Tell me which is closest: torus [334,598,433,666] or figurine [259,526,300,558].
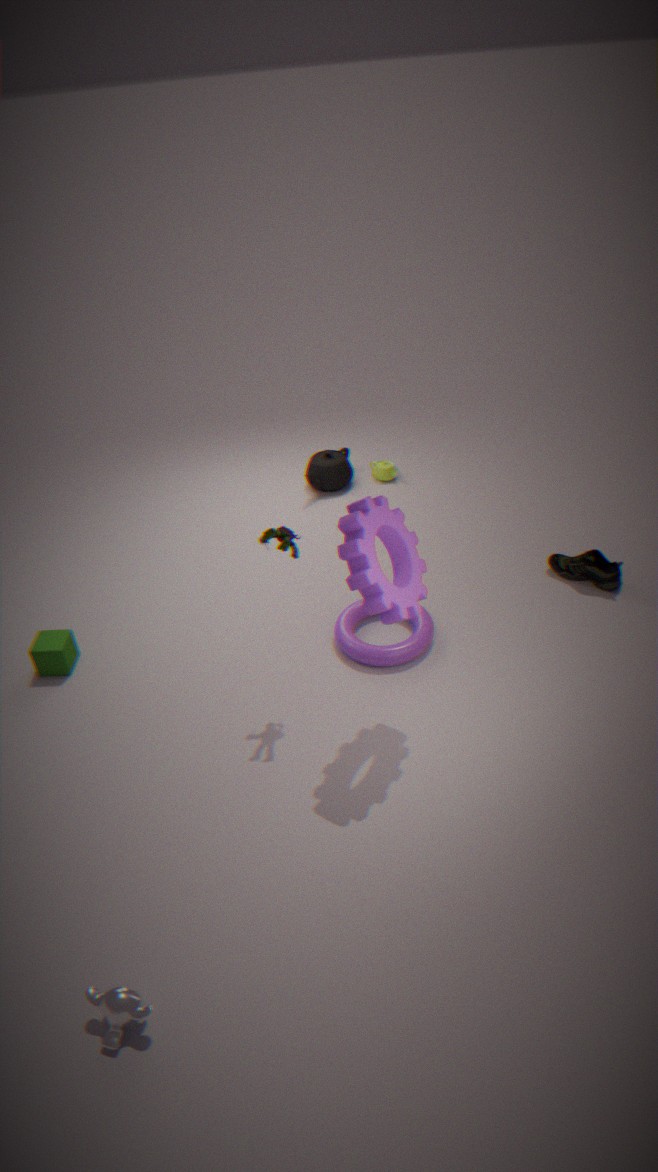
figurine [259,526,300,558]
